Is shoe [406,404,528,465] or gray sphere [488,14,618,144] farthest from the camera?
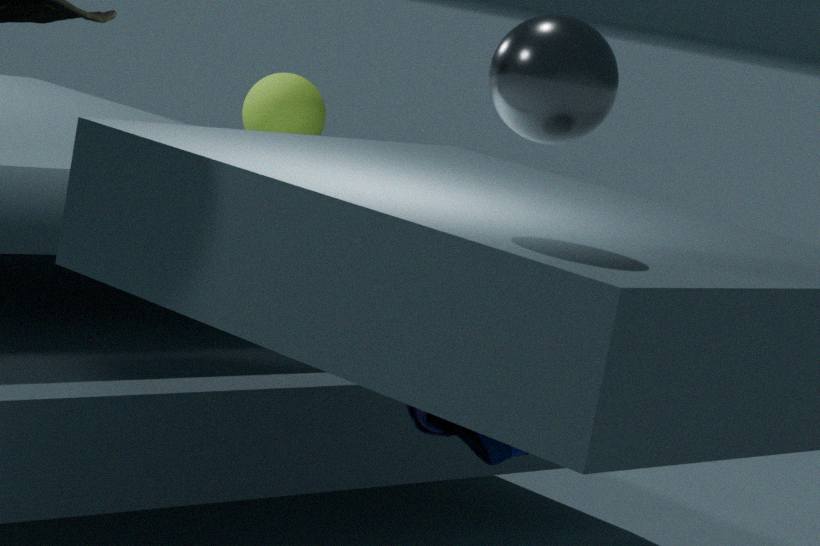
shoe [406,404,528,465]
